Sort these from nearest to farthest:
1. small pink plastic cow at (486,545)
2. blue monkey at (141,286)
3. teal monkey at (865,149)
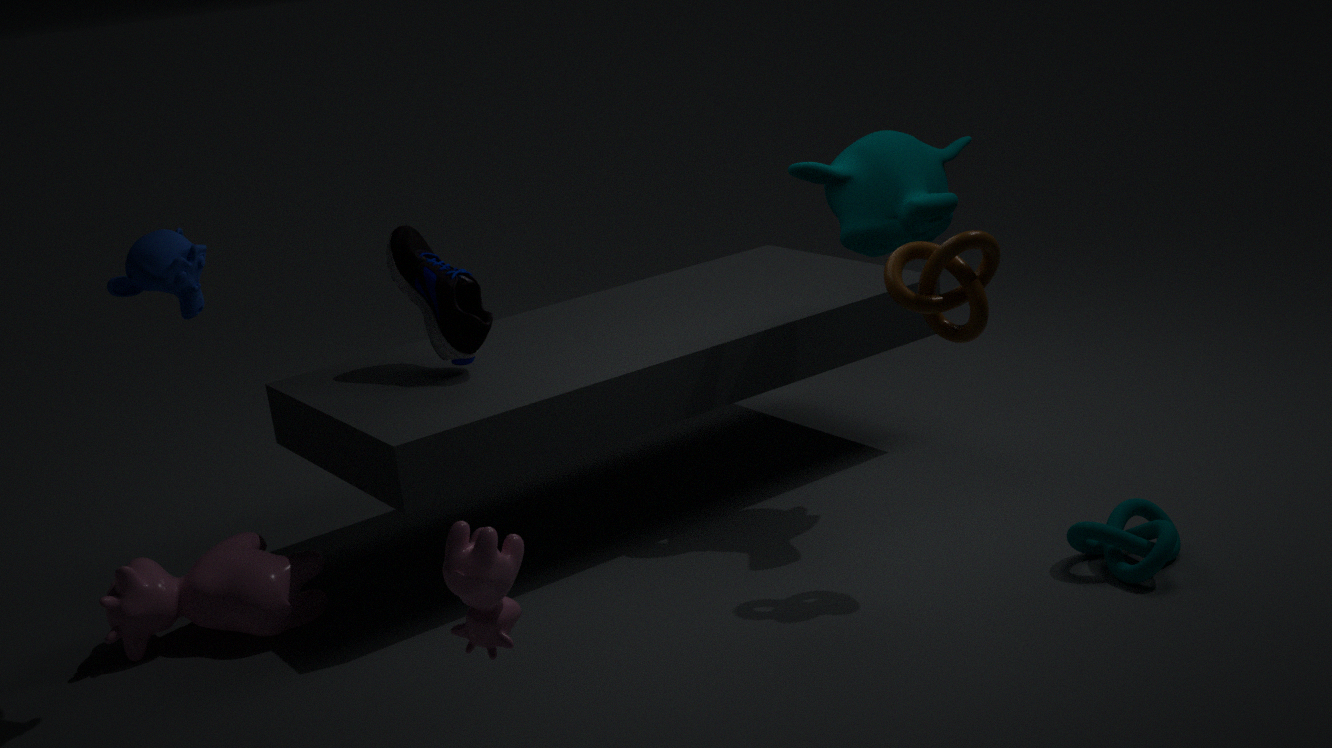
small pink plastic cow at (486,545) < blue monkey at (141,286) < teal monkey at (865,149)
